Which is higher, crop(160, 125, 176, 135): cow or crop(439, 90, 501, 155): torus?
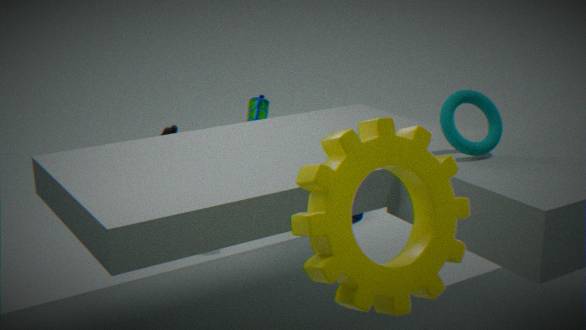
crop(439, 90, 501, 155): torus
